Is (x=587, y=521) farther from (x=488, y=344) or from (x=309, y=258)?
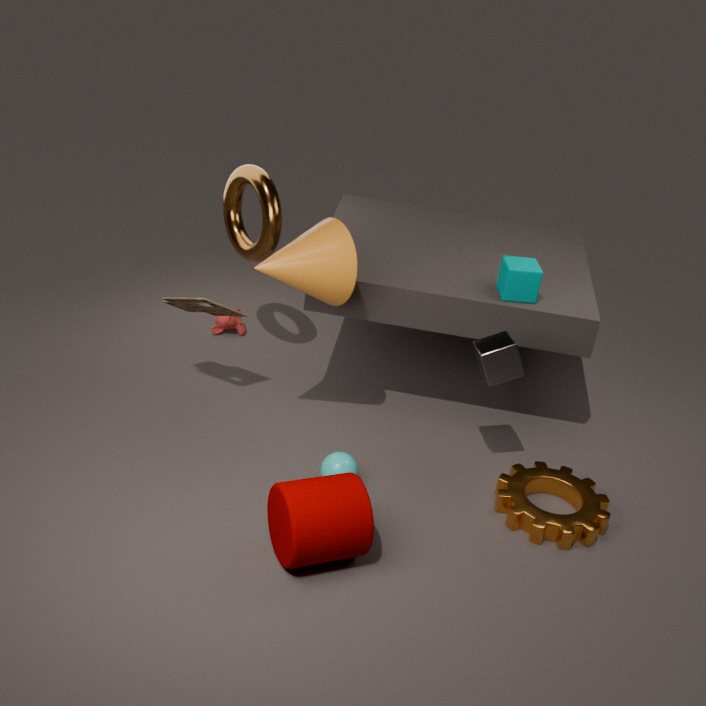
(x=309, y=258)
